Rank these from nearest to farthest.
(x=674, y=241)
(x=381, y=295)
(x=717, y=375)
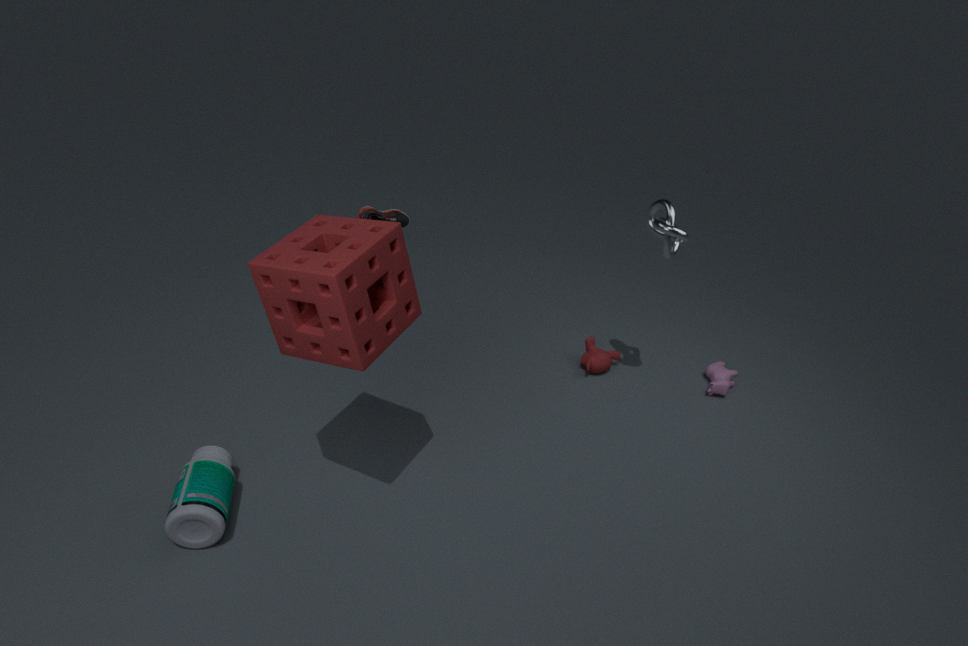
1. (x=381, y=295)
2. (x=674, y=241)
3. (x=717, y=375)
